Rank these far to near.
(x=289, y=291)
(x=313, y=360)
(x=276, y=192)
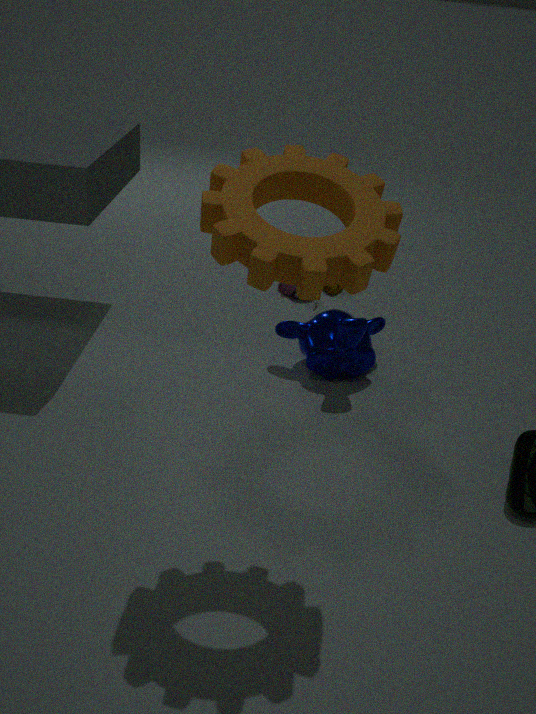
(x=289, y=291) → (x=313, y=360) → (x=276, y=192)
